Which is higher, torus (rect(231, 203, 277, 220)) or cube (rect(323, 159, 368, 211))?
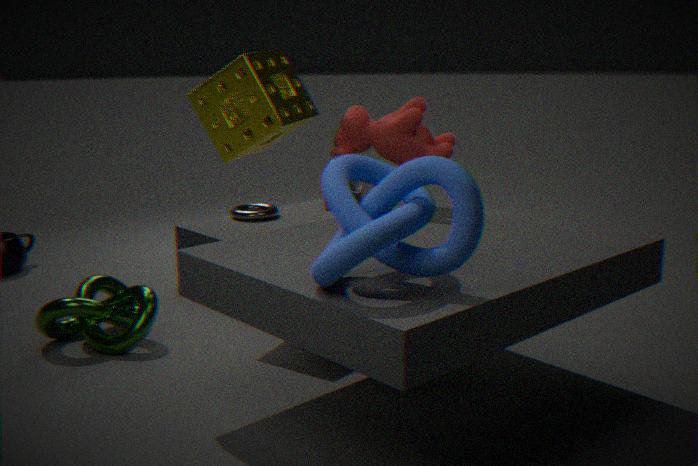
cube (rect(323, 159, 368, 211))
